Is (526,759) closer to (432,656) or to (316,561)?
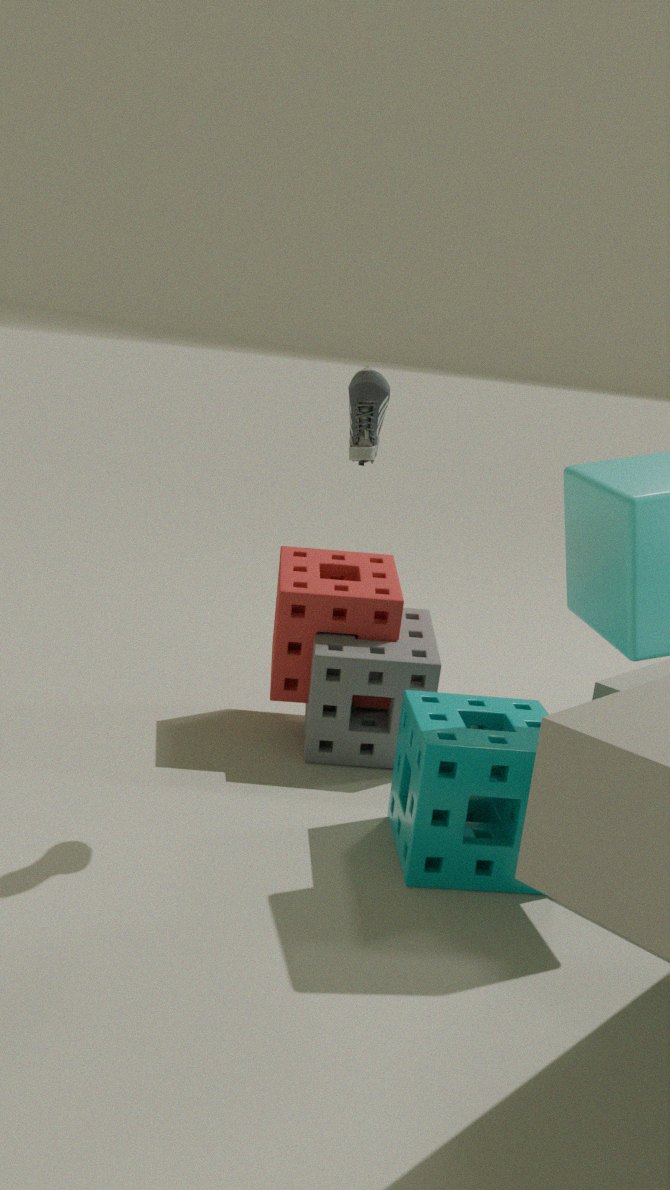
(432,656)
